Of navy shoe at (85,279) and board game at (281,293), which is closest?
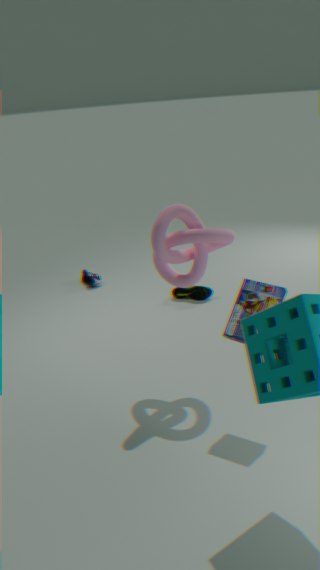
board game at (281,293)
